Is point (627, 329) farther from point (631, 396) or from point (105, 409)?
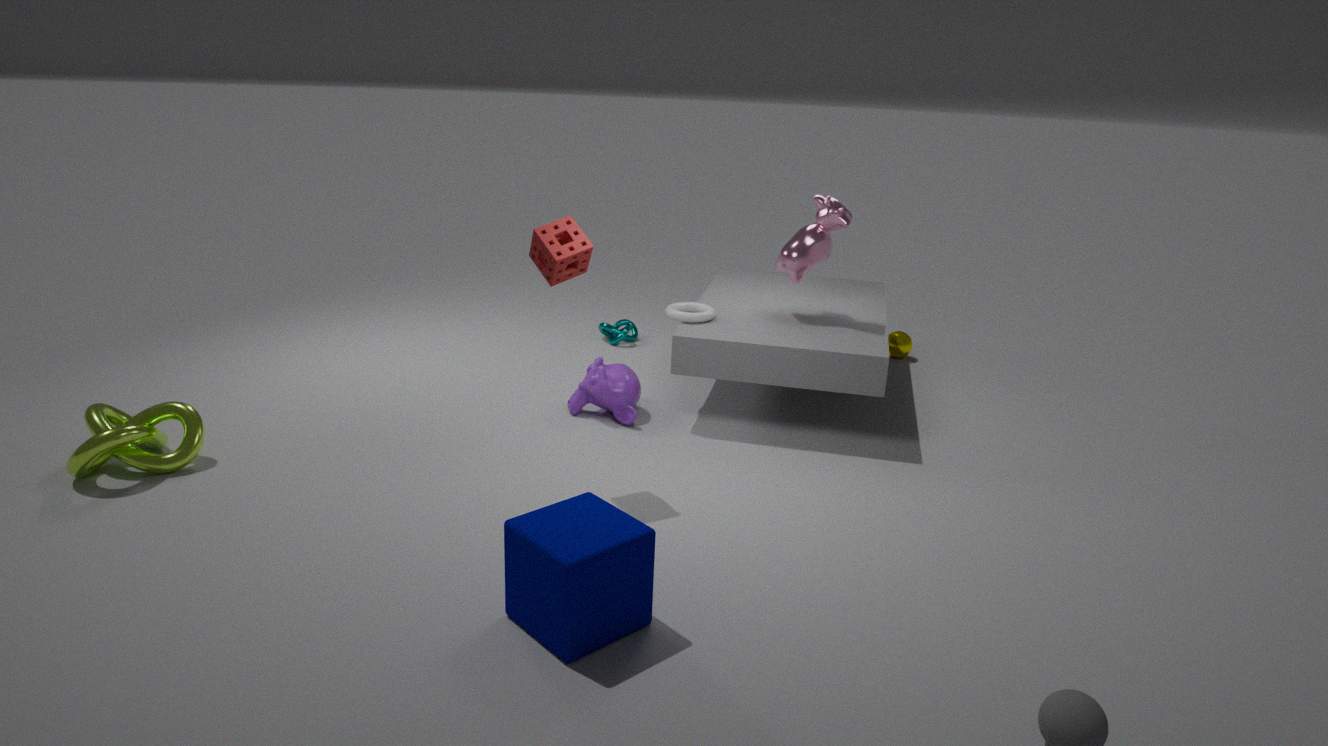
point (105, 409)
